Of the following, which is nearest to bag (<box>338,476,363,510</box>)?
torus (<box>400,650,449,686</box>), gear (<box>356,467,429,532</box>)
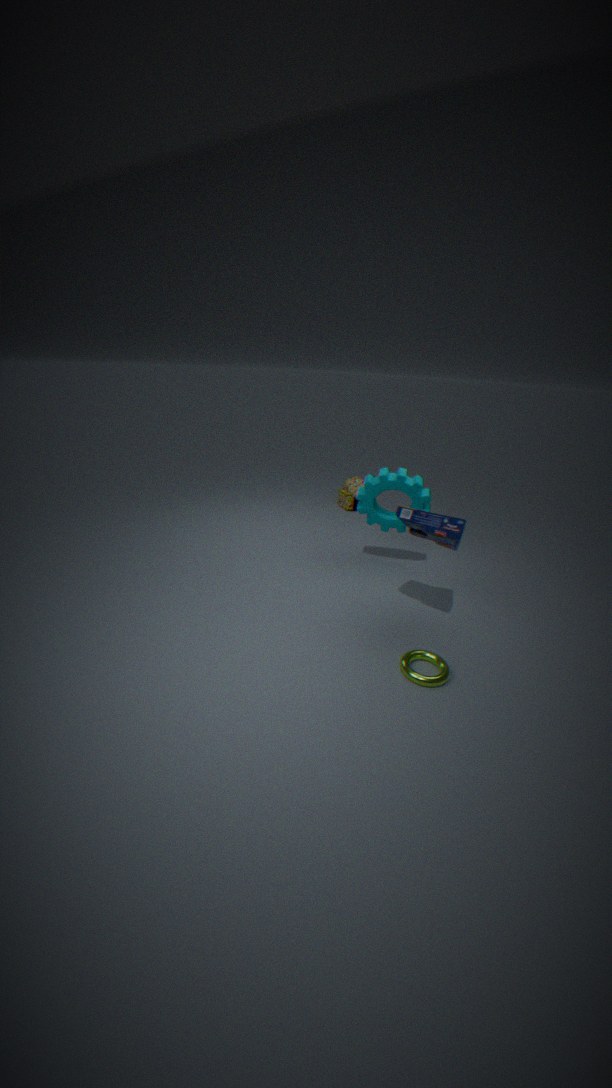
gear (<box>356,467,429,532</box>)
